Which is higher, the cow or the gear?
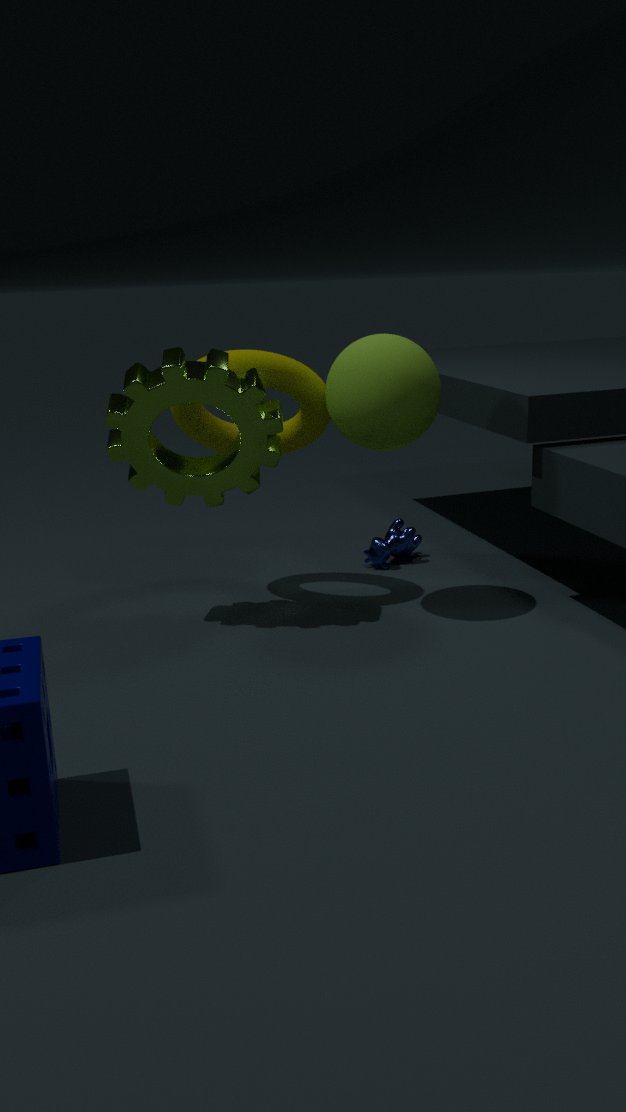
the gear
